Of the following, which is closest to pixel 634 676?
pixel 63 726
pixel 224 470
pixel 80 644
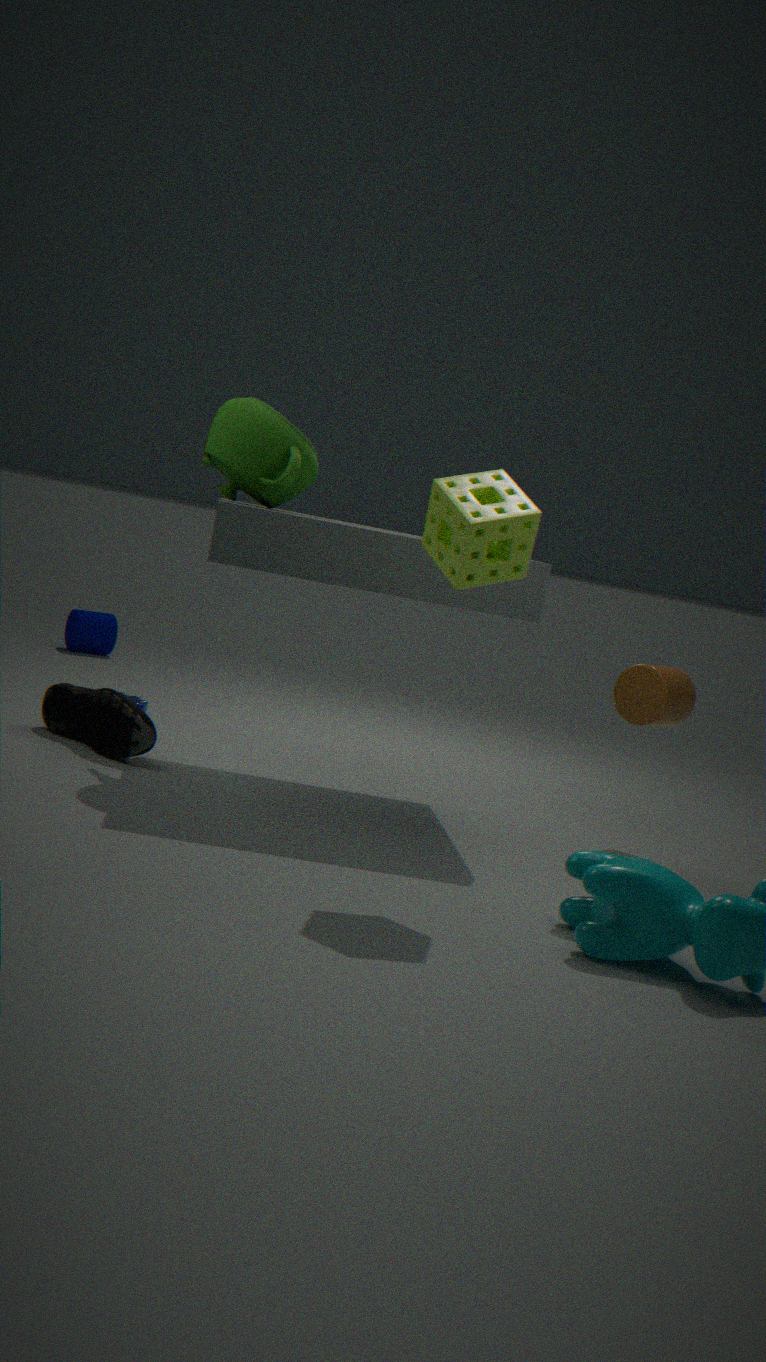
pixel 224 470
